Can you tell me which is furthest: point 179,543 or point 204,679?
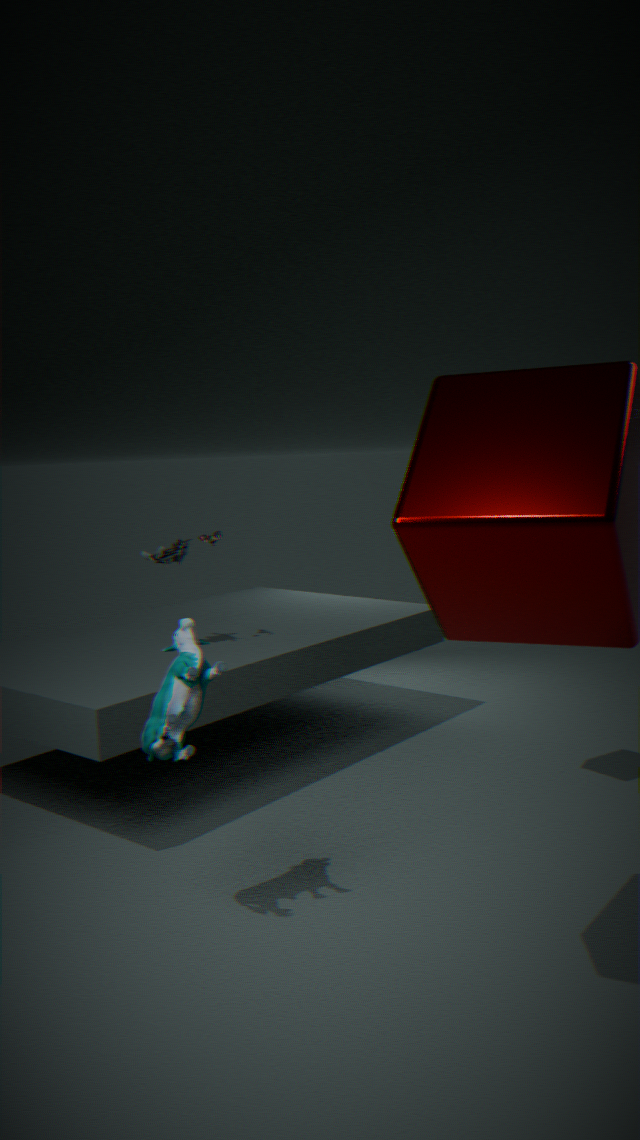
point 179,543
